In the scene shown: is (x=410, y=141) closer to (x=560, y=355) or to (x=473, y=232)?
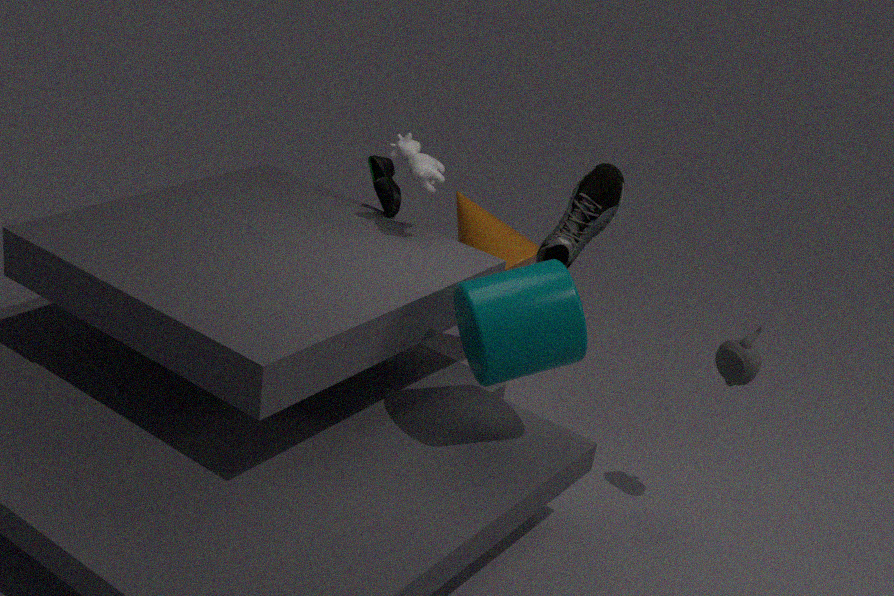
(x=560, y=355)
